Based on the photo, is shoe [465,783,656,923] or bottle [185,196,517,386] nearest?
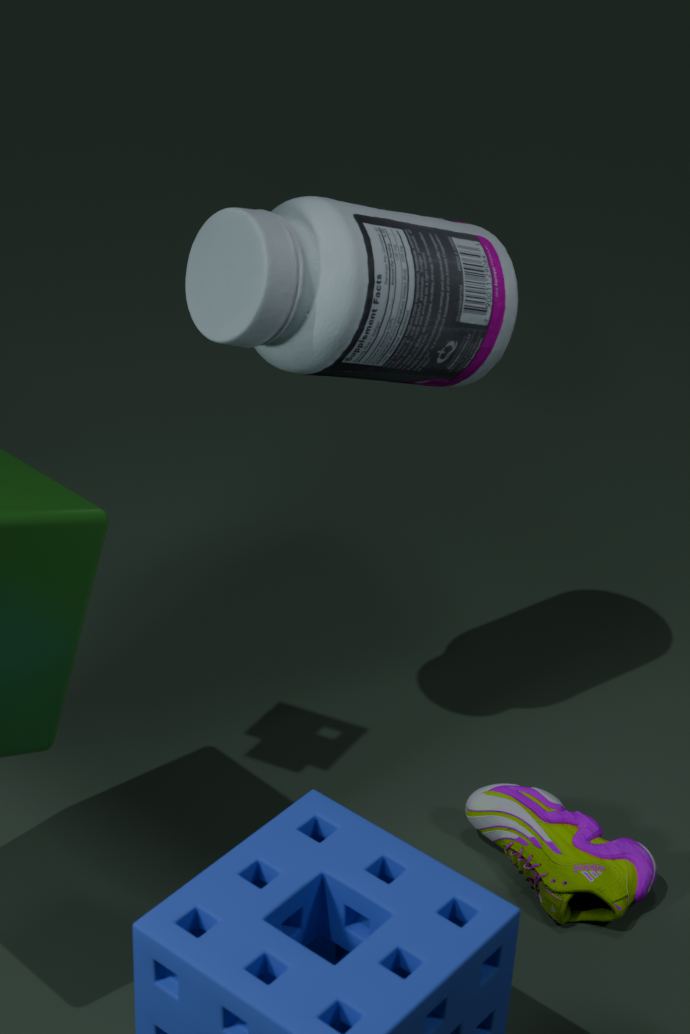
bottle [185,196,517,386]
